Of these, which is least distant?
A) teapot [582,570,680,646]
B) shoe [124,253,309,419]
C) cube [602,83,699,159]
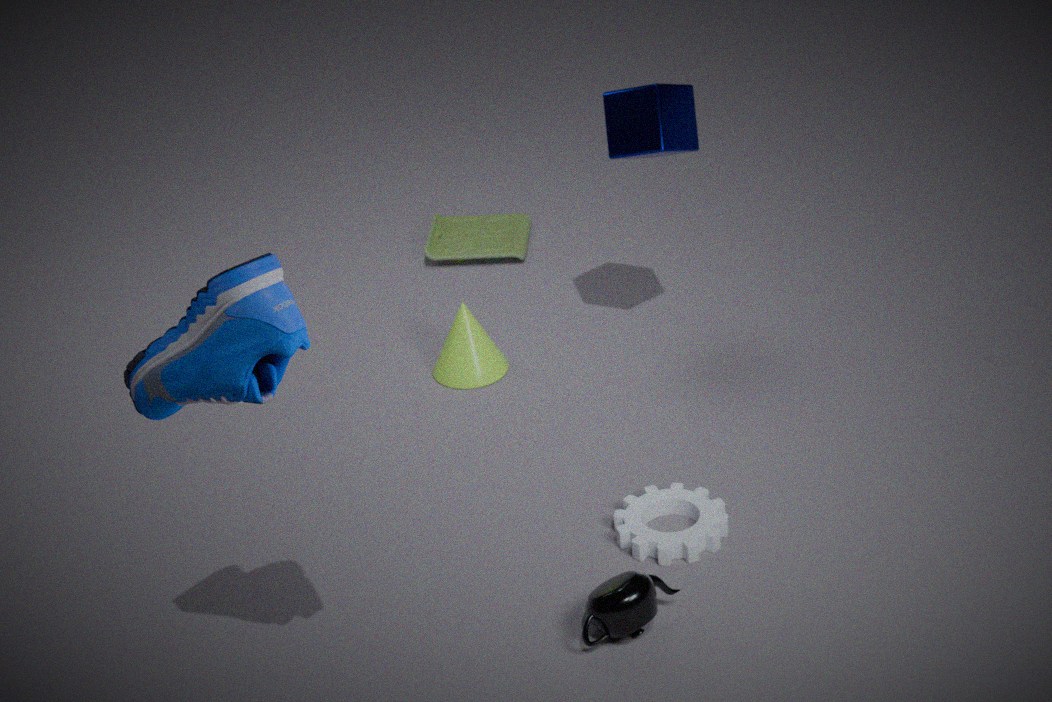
shoe [124,253,309,419]
